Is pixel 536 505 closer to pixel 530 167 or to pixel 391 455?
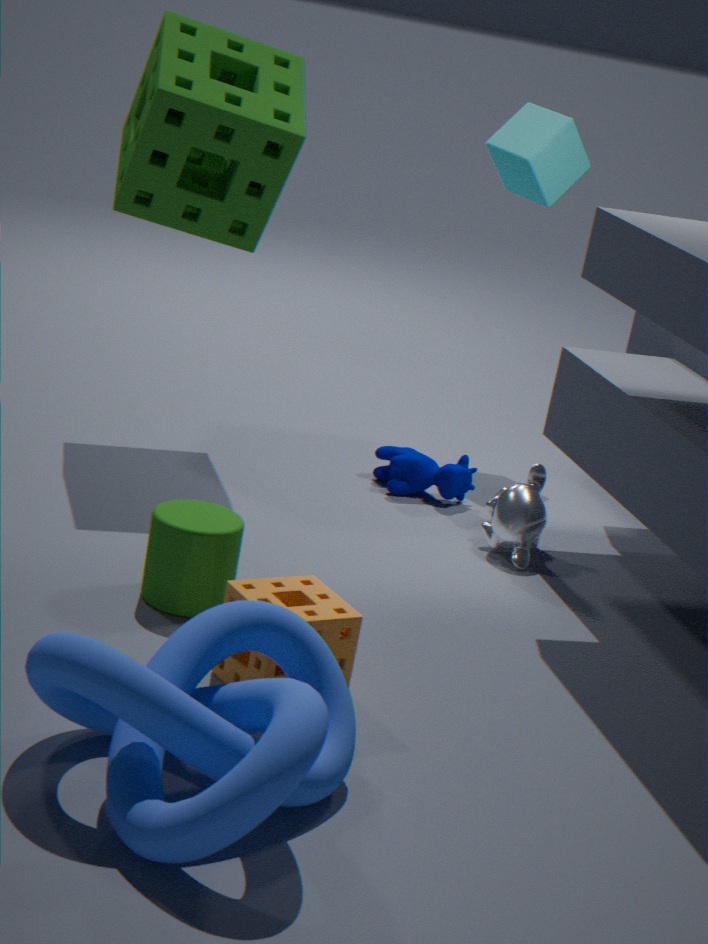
pixel 391 455
